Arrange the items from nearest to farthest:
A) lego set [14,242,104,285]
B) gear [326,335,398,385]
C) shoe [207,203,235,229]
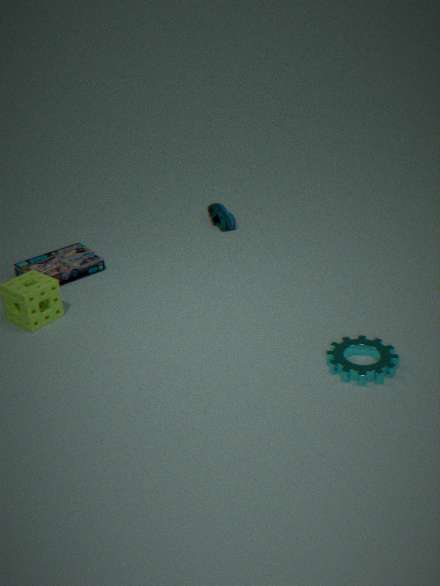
1. gear [326,335,398,385]
2. lego set [14,242,104,285]
3. shoe [207,203,235,229]
